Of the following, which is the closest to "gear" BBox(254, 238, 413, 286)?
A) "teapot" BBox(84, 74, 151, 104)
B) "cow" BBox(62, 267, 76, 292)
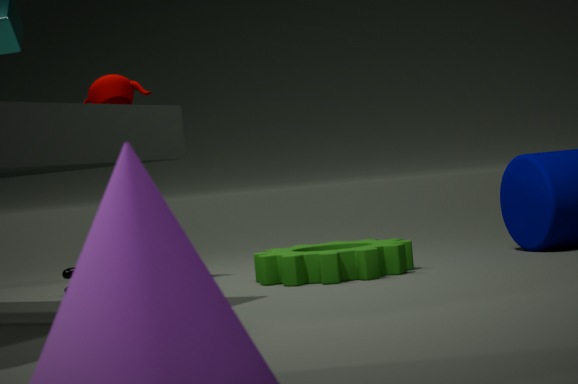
"cow" BBox(62, 267, 76, 292)
